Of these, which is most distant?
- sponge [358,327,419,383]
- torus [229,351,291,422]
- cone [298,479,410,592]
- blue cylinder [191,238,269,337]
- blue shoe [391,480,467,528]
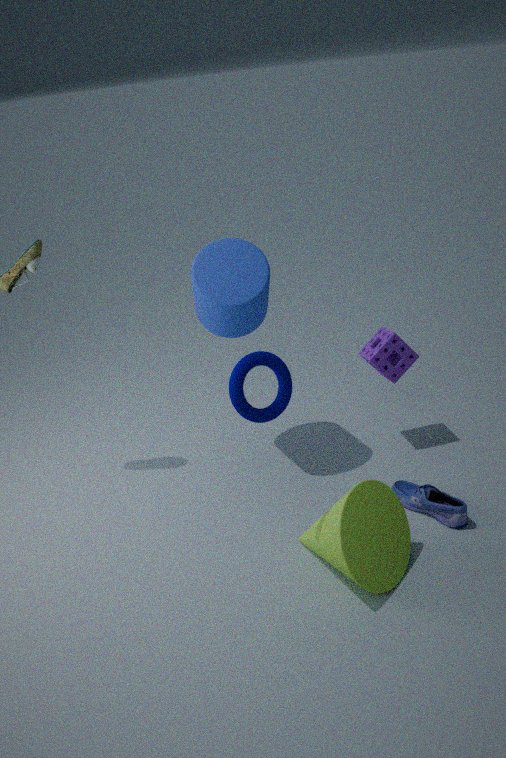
sponge [358,327,419,383]
